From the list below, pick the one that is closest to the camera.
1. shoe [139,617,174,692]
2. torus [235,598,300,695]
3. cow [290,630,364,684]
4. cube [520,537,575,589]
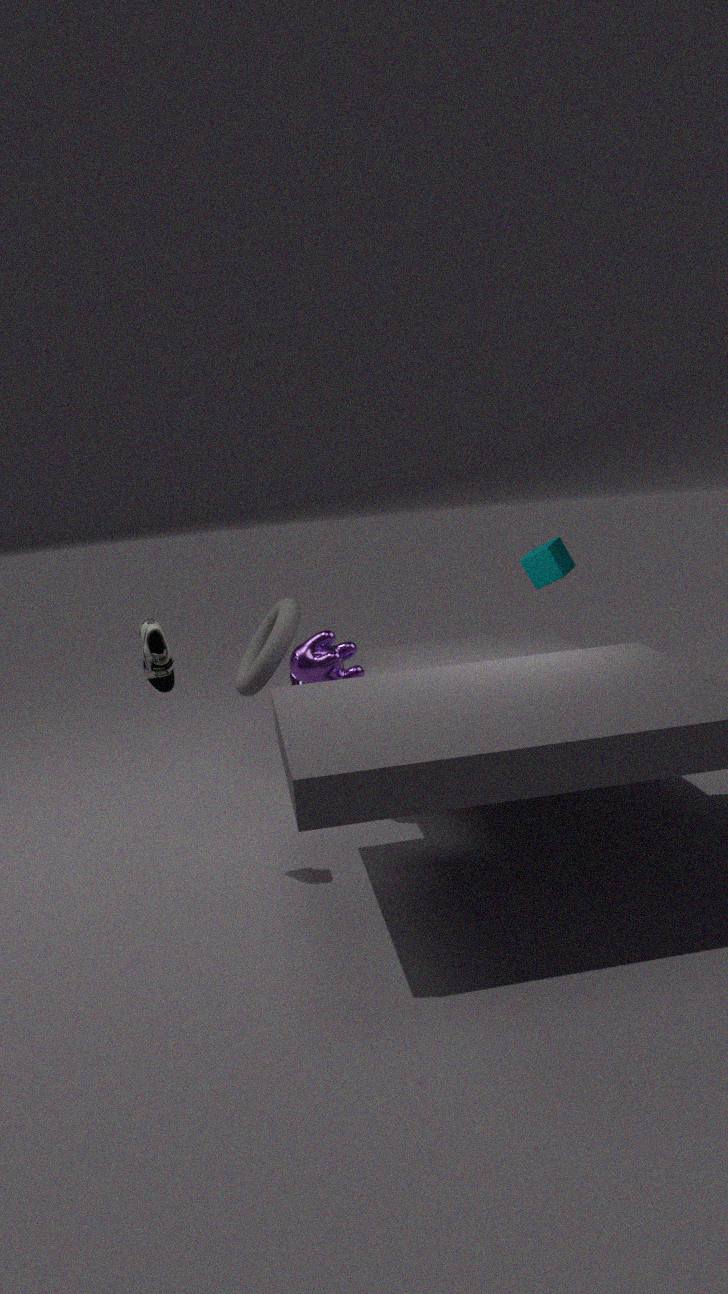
shoe [139,617,174,692]
